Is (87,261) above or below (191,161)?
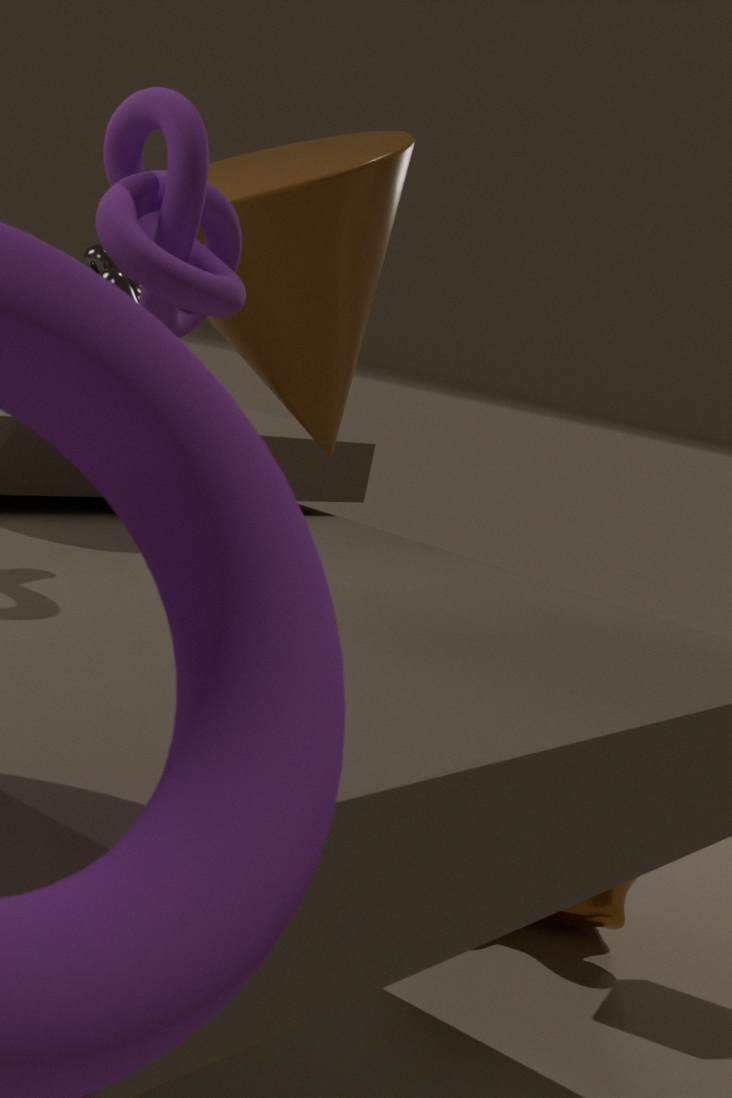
below
